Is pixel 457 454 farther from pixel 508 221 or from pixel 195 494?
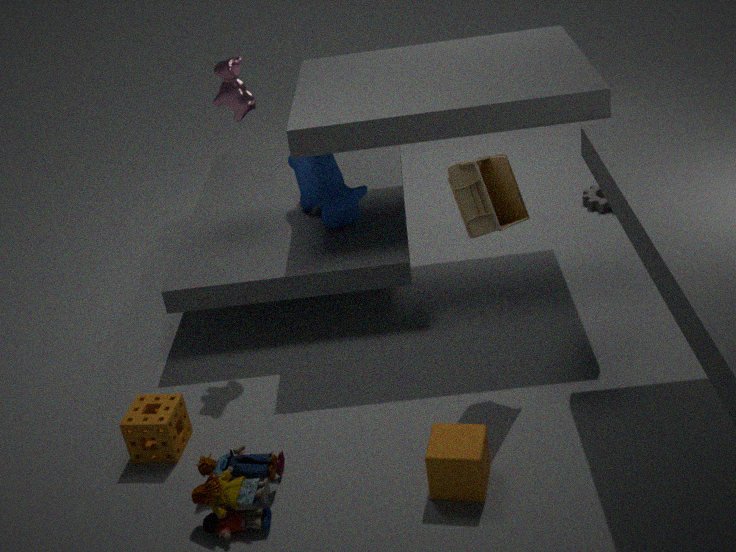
pixel 508 221
